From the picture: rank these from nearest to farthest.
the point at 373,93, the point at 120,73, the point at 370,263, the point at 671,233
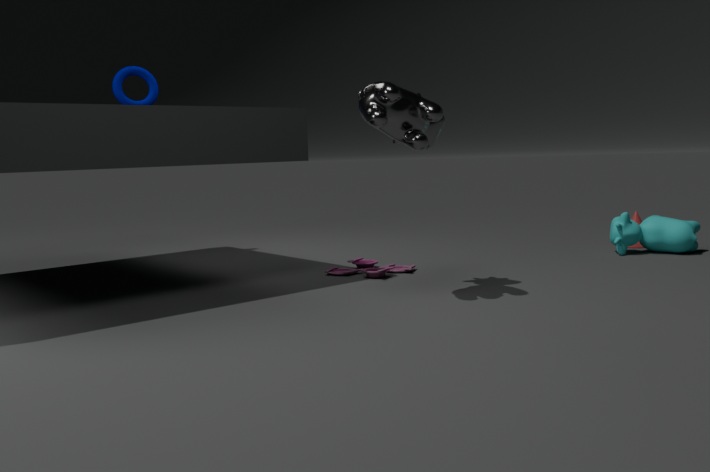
the point at 373,93, the point at 370,263, the point at 671,233, the point at 120,73
